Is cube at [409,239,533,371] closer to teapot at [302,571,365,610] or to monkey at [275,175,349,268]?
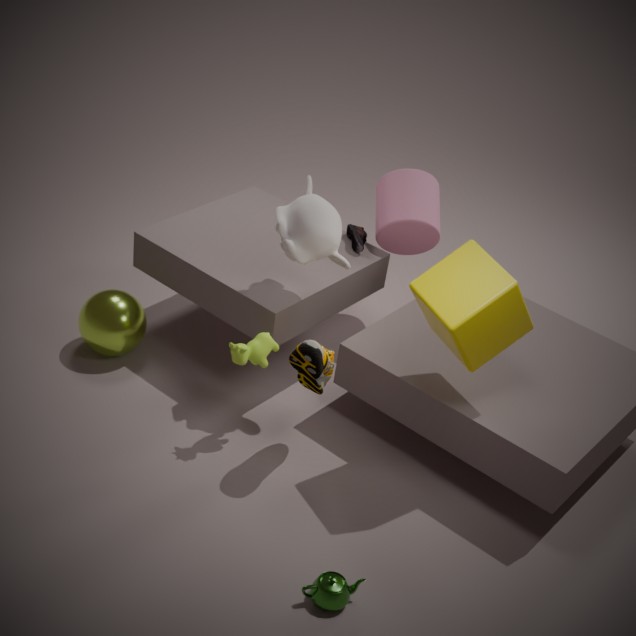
monkey at [275,175,349,268]
